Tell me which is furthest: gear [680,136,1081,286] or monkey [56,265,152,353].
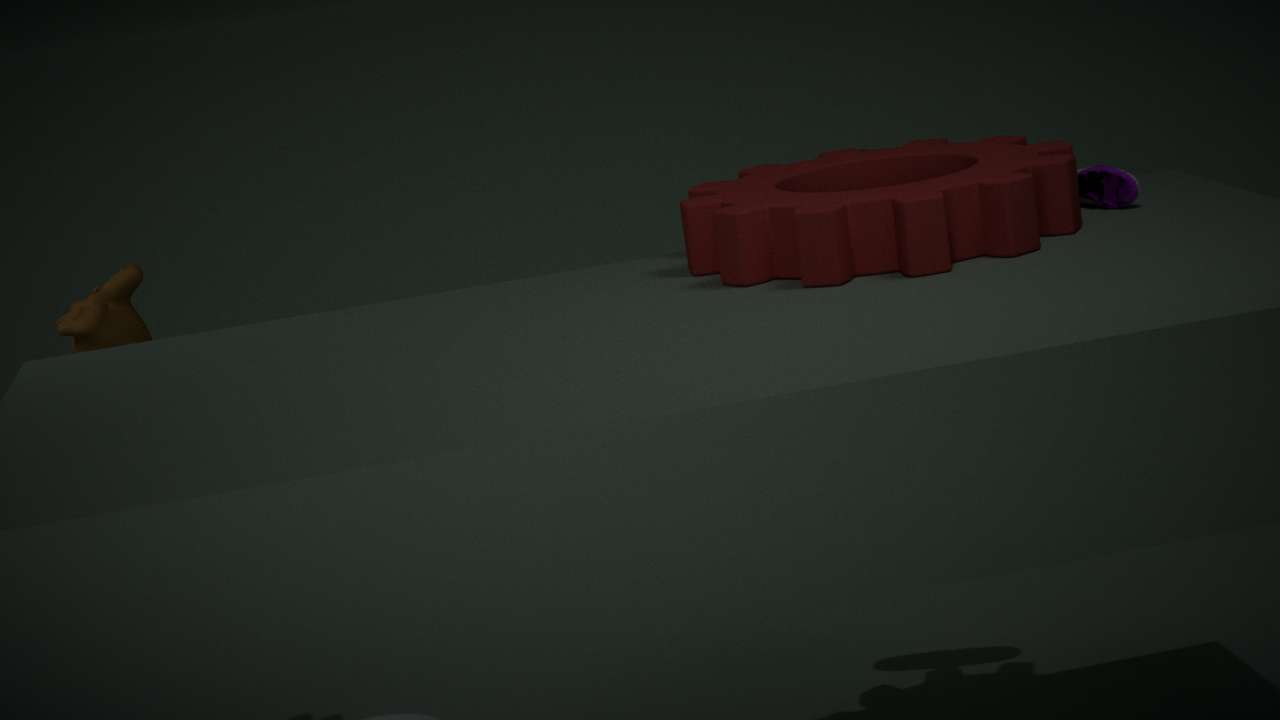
monkey [56,265,152,353]
